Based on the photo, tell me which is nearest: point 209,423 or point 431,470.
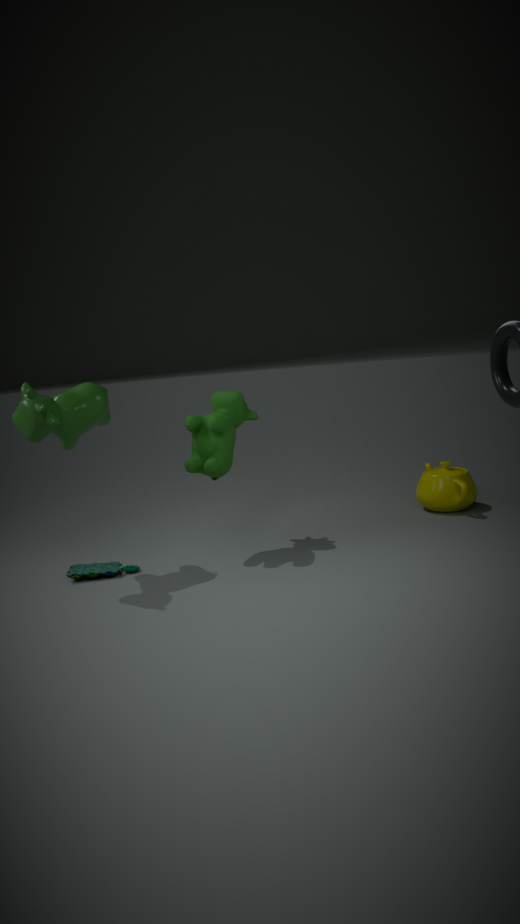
point 209,423
